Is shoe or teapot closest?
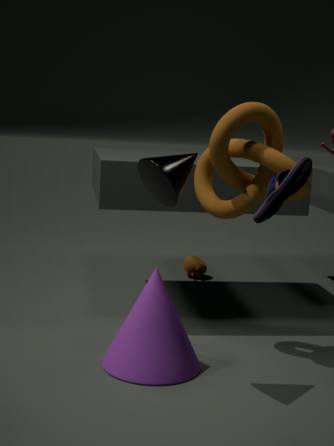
shoe
